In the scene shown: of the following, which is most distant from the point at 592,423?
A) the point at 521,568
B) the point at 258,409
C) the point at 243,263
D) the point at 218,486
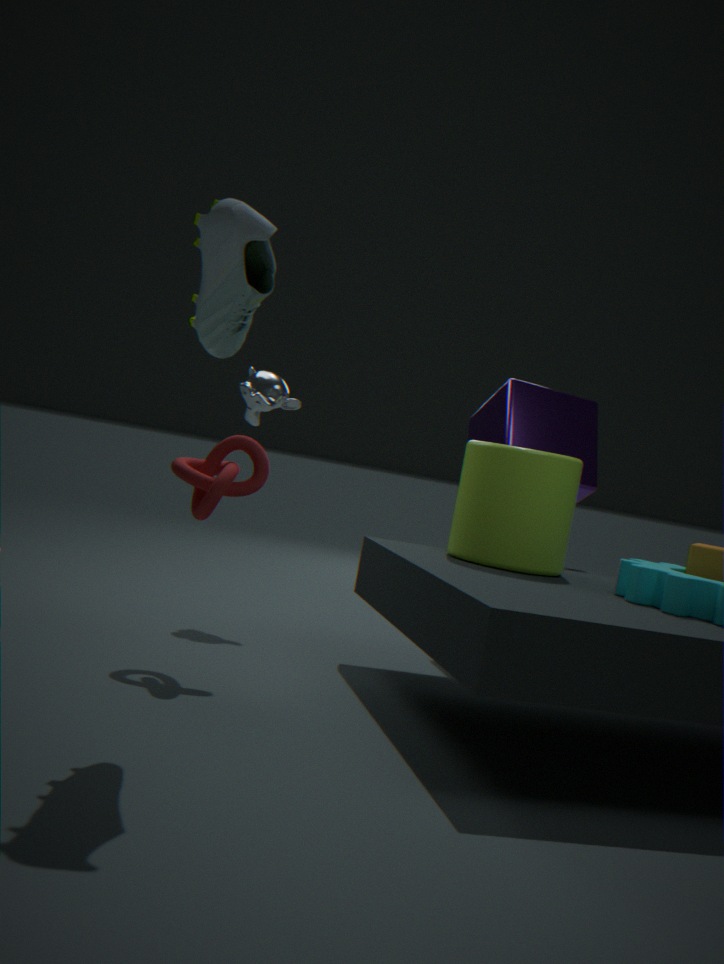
the point at 243,263
